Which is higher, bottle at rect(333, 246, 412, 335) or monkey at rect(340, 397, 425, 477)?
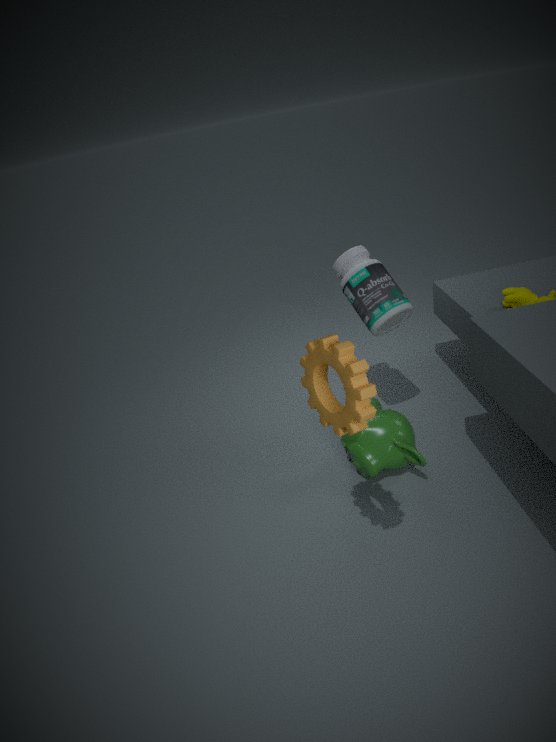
Answer: bottle at rect(333, 246, 412, 335)
